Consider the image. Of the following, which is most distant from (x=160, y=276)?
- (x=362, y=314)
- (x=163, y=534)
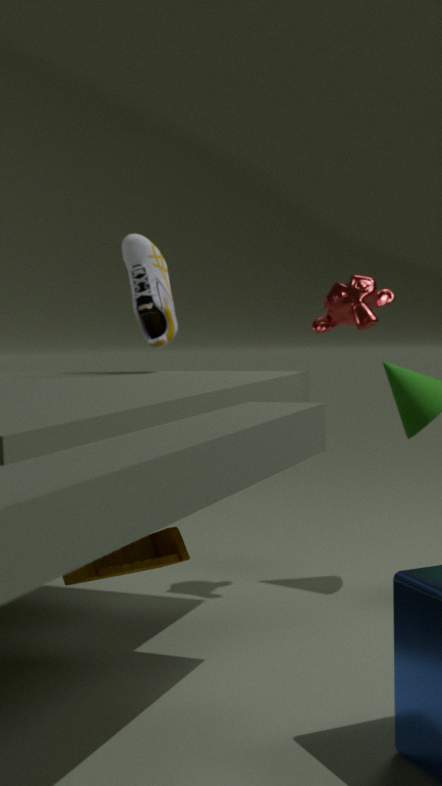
(x=163, y=534)
